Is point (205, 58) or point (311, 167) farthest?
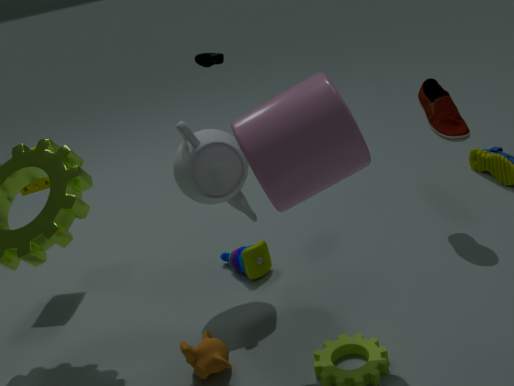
point (205, 58)
